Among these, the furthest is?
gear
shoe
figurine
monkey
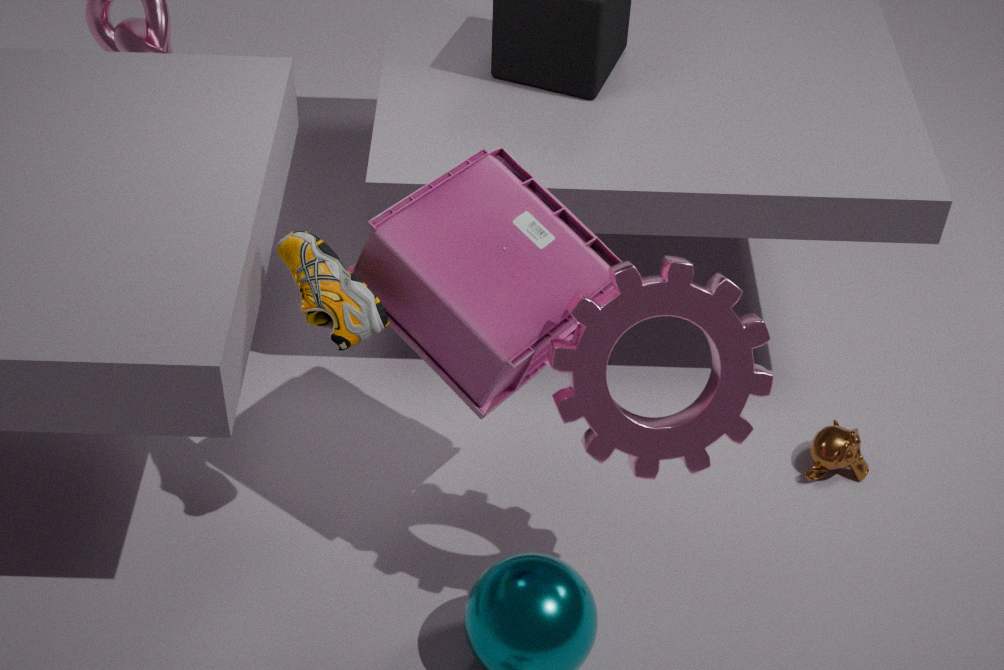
monkey
